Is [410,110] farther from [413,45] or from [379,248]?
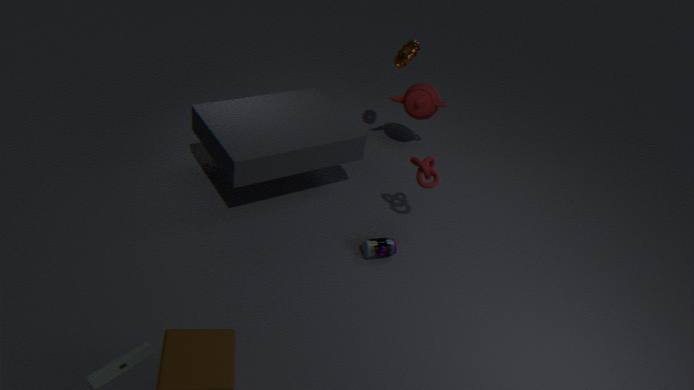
[379,248]
